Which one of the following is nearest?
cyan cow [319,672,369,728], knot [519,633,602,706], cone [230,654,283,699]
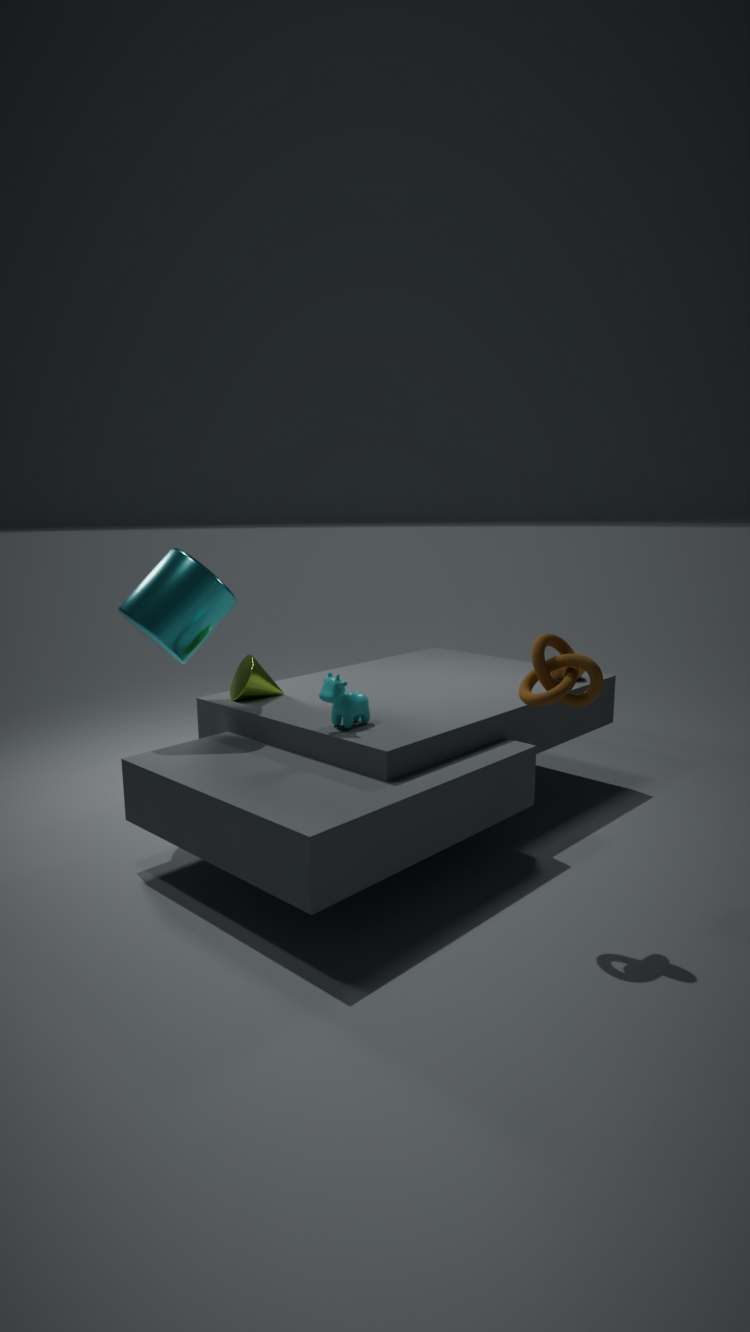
knot [519,633,602,706]
